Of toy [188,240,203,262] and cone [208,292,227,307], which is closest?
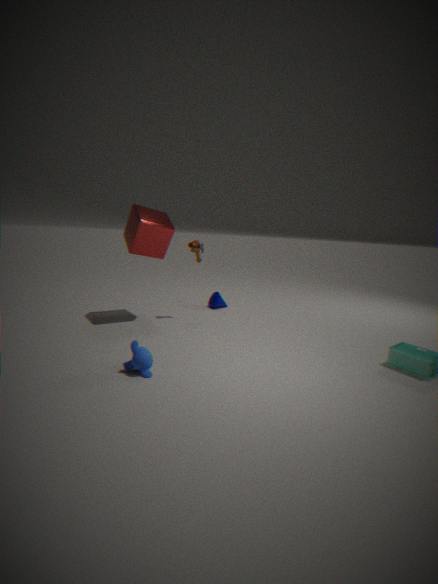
toy [188,240,203,262]
